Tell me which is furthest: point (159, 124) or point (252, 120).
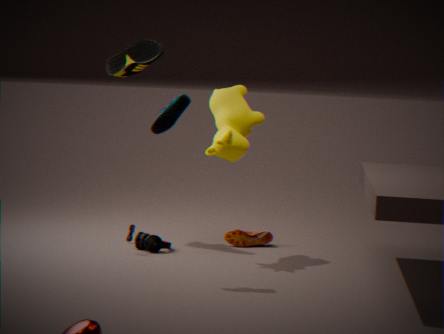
point (252, 120)
